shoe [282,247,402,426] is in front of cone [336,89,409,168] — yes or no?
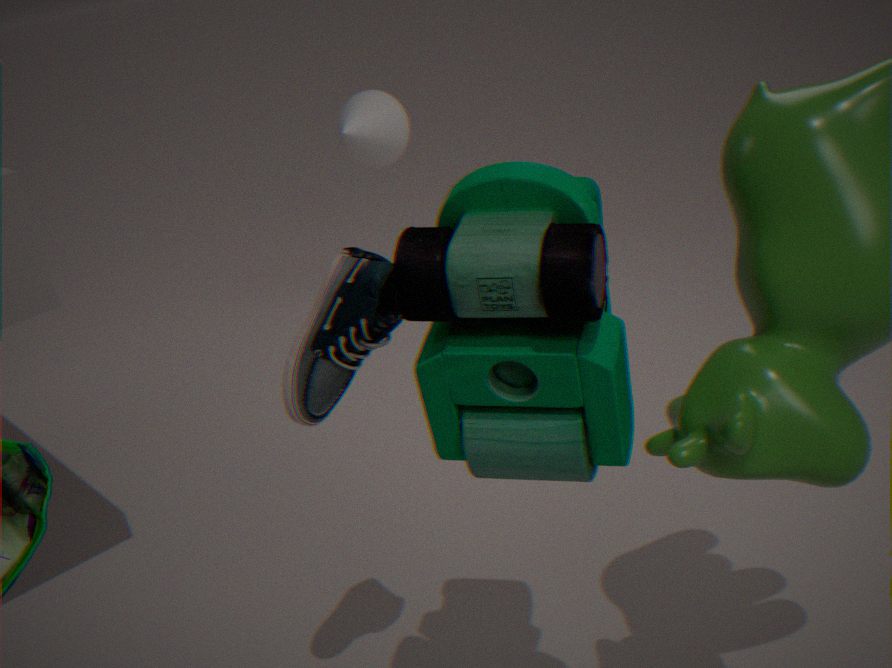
Yes
